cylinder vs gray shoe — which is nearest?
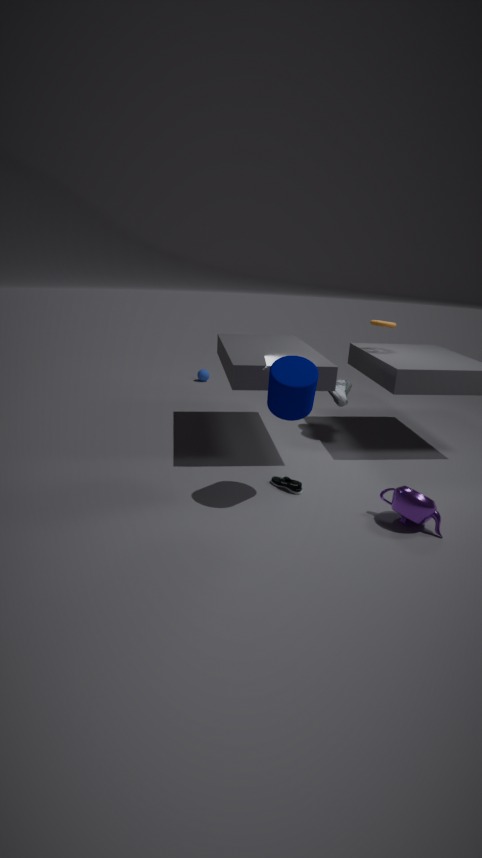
cylinder
